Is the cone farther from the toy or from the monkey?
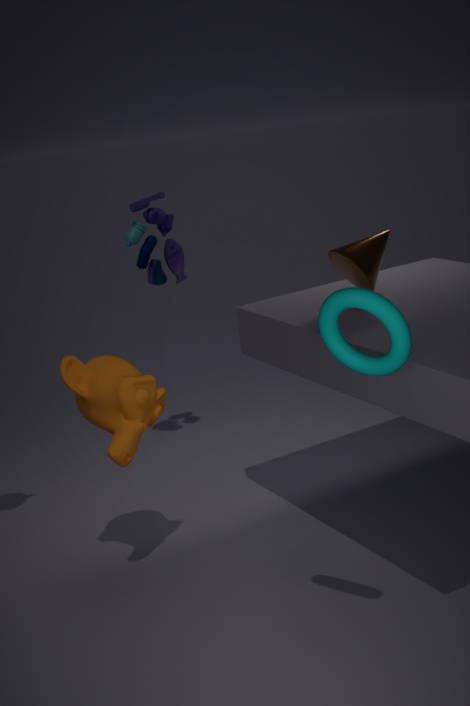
the toy
